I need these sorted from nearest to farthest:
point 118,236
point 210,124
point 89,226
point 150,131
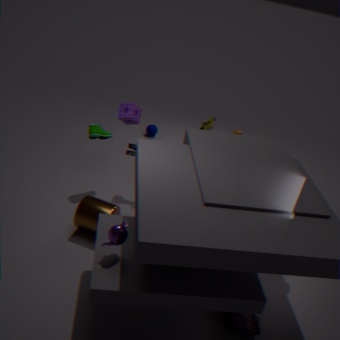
point 118,236, point 89,226, point 210,124, point 150,131
